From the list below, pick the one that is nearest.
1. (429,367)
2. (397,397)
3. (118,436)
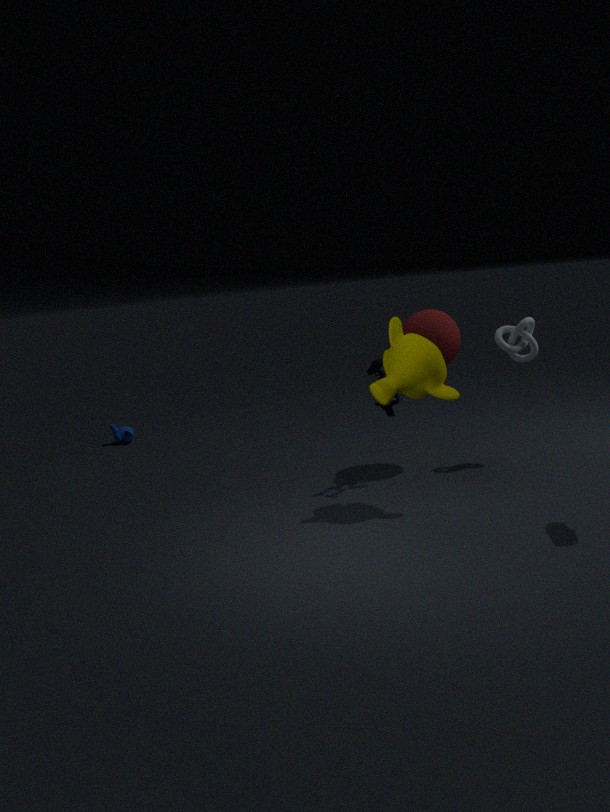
(429,367)
